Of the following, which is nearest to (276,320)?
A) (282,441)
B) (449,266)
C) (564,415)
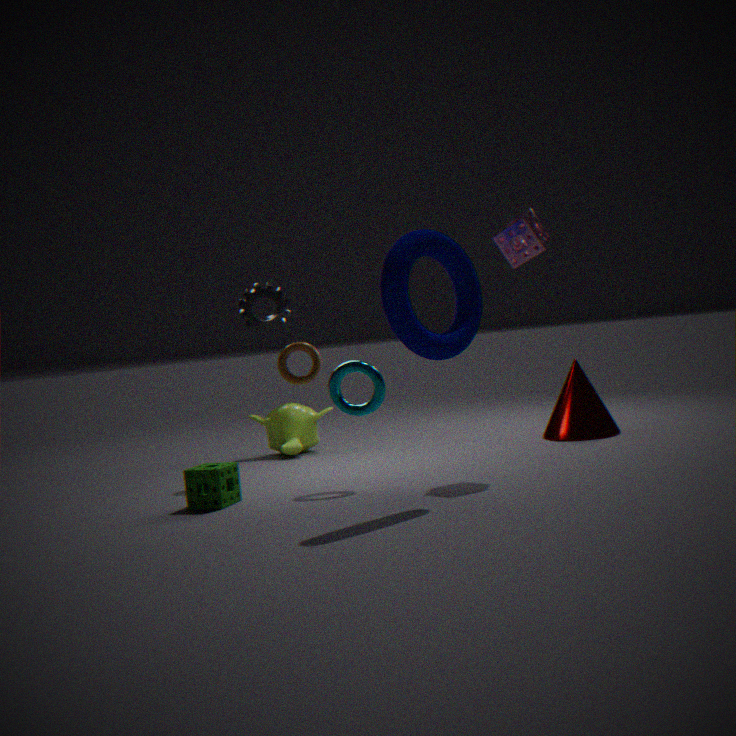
(282,441)
